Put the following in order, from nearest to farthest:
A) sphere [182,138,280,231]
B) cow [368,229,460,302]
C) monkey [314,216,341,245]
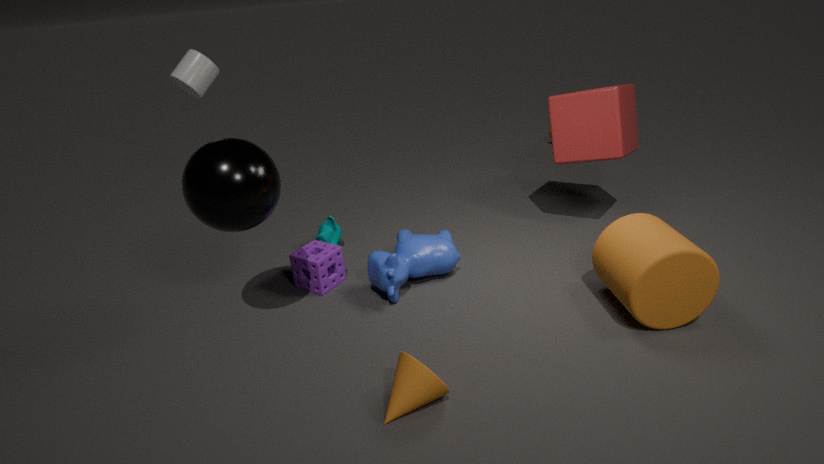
A. sphere [182,138,280,231] → B. cow [368,229,460,302] → C. monkey [314,216,341,245]
